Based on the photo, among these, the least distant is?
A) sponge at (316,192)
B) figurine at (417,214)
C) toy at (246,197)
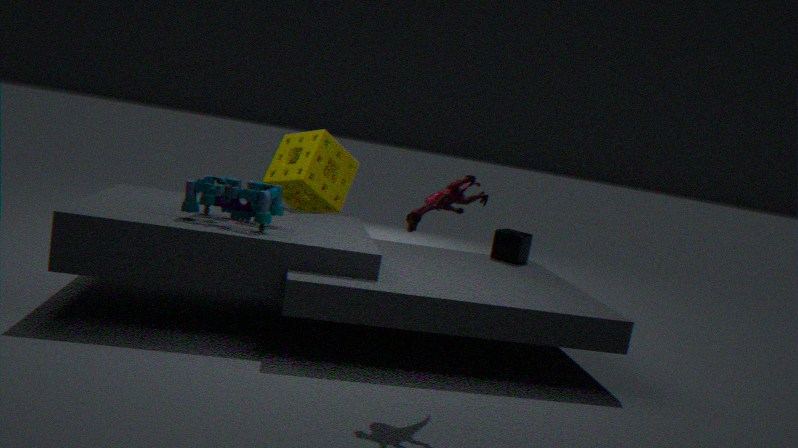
figurine at (417,214)
